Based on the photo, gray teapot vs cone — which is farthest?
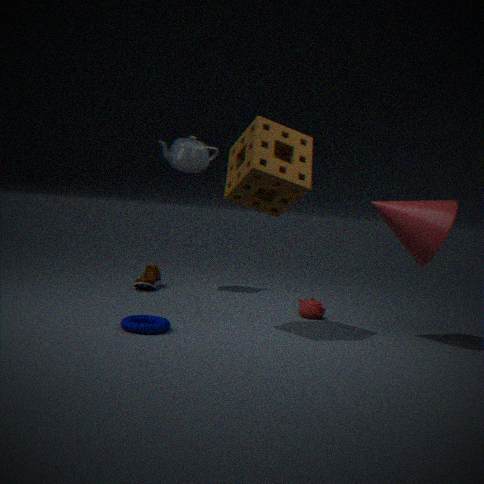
gray teapot
